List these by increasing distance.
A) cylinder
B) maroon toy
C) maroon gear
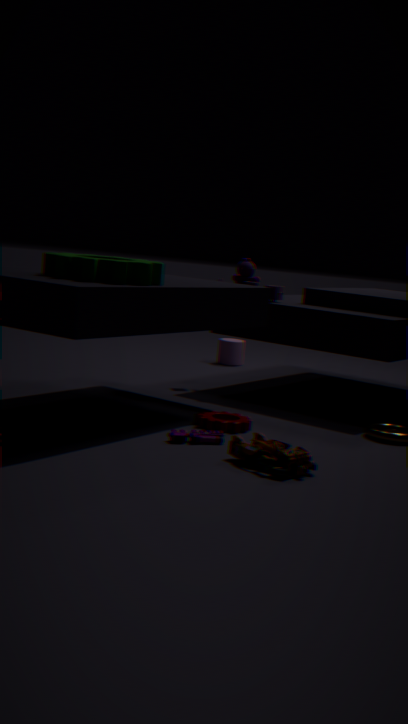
maroon toy, maroon gear, cylinder
